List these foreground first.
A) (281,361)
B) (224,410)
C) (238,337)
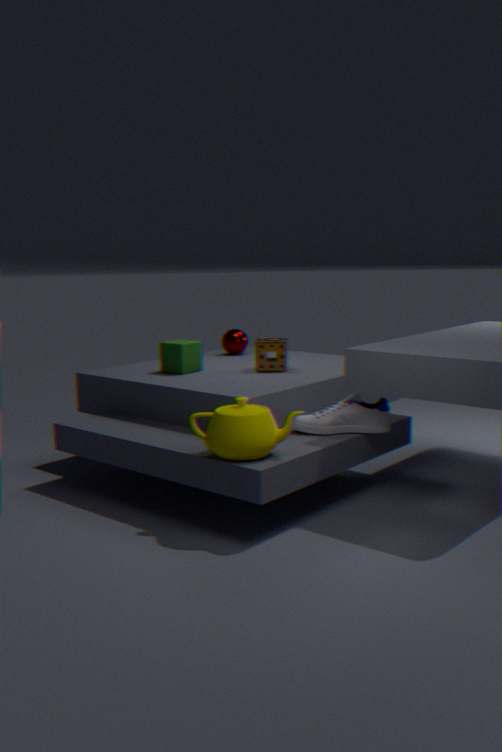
(224,410) → (281,361) → (238,337)
